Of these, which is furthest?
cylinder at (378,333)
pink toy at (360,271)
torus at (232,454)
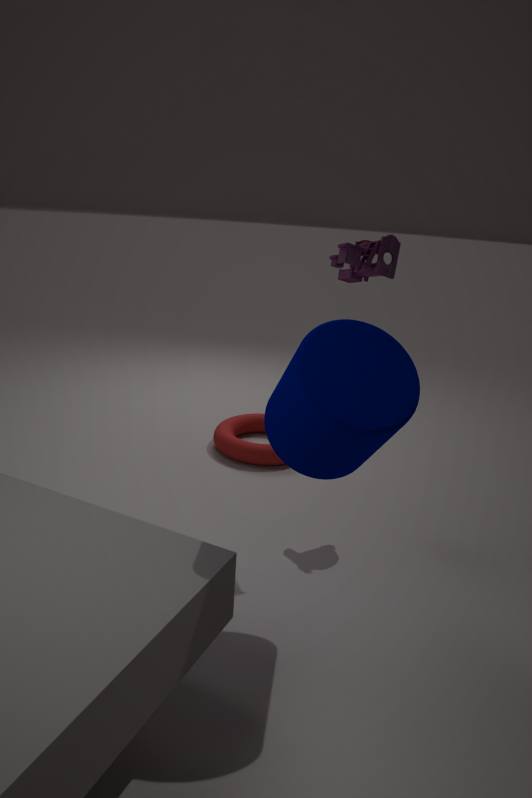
torus at (232,454)
